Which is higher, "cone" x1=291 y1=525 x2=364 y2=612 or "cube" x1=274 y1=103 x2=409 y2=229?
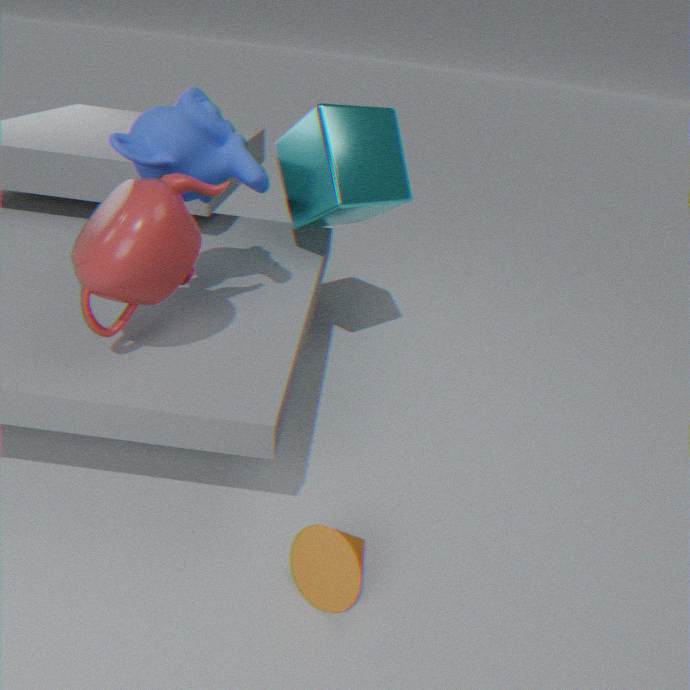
"cube" x1=274 y1=103 x2=409 y2=229
